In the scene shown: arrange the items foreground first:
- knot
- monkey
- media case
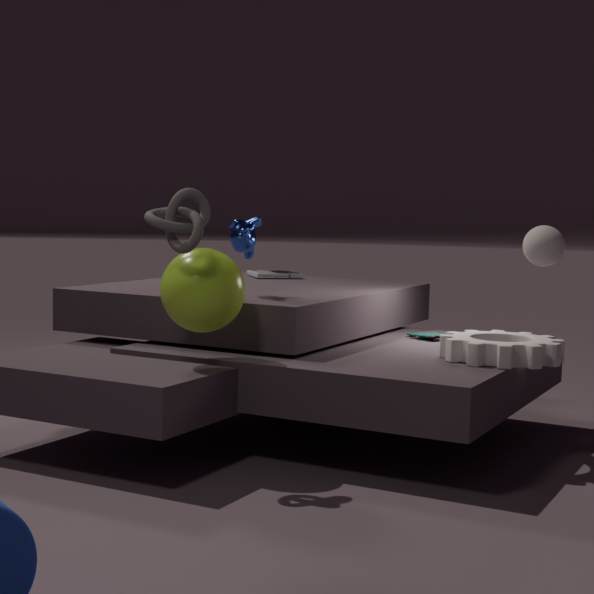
knot < monkey < media case
